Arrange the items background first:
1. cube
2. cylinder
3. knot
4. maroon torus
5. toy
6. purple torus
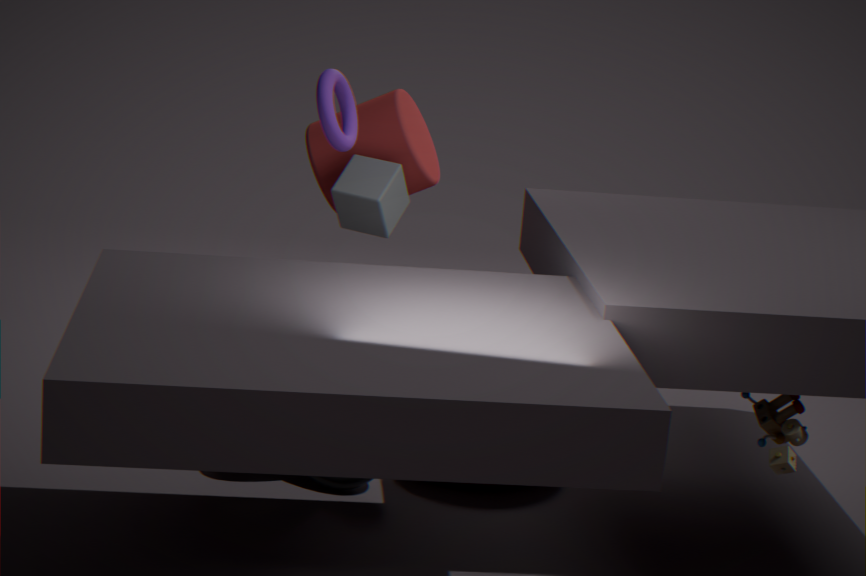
Result: cylinder < cube < purple torus < maroon torus < knot < toy
